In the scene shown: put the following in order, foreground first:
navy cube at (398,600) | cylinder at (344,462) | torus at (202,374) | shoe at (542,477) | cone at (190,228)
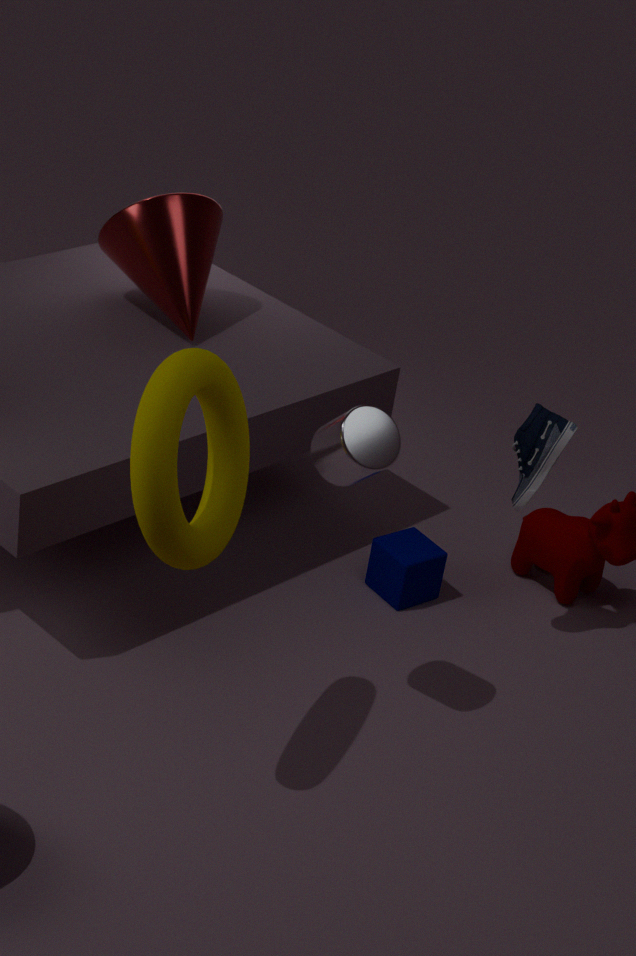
torus at (202,374), cylinder at (344,462), shoe at (542,477), navy cube at (398,600), cone at (190,228)
